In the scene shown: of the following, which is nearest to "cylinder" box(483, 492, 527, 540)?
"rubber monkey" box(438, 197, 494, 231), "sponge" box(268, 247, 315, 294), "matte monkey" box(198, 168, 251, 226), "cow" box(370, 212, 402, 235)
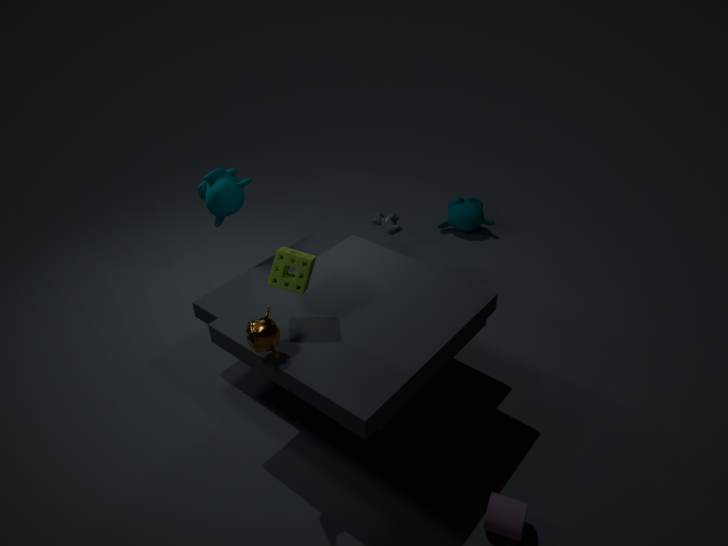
"sponge" box(268, 247, 315, 294)
